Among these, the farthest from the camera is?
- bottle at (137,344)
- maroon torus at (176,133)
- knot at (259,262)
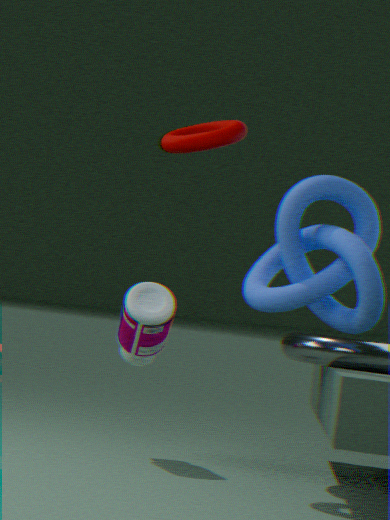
bottle at (137,344)
